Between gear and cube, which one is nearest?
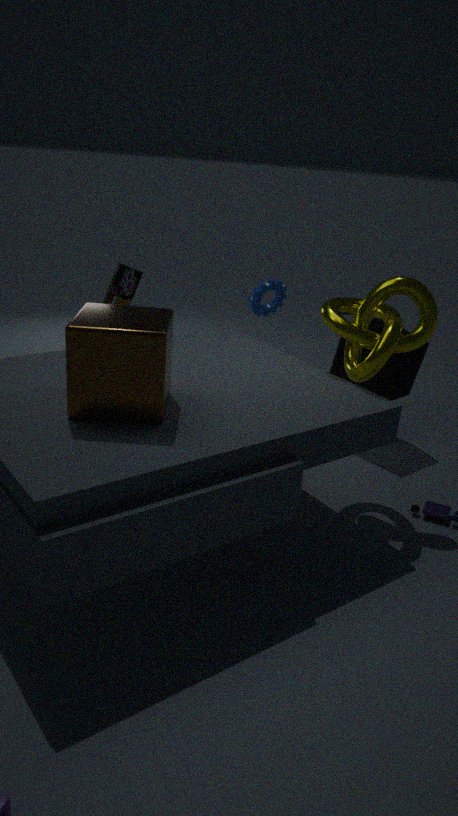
cube
